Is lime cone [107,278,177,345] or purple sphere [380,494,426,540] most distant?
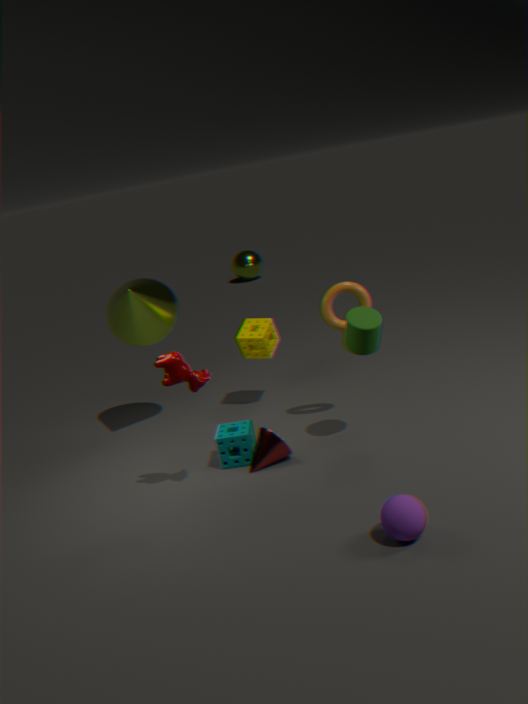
lime cone [107,278,177,345]
